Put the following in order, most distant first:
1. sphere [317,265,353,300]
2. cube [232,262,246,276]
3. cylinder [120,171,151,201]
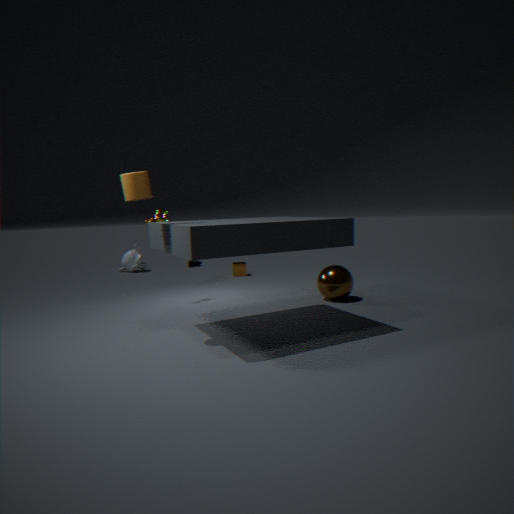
cube [232,262,246,276]
sphere [317,265,353,300]
cylinder [120,171,151,201]
